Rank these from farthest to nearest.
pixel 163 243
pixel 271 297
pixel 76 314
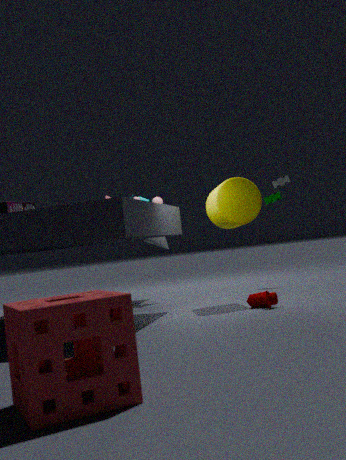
pixel 163 243 < pixel 271 297 < pixel 76 314
